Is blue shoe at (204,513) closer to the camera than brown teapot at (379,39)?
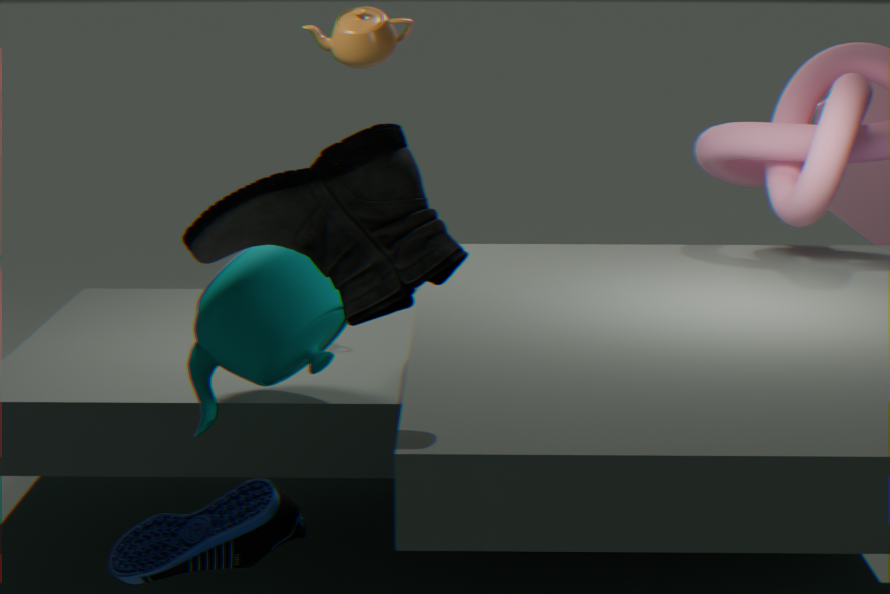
Yes
